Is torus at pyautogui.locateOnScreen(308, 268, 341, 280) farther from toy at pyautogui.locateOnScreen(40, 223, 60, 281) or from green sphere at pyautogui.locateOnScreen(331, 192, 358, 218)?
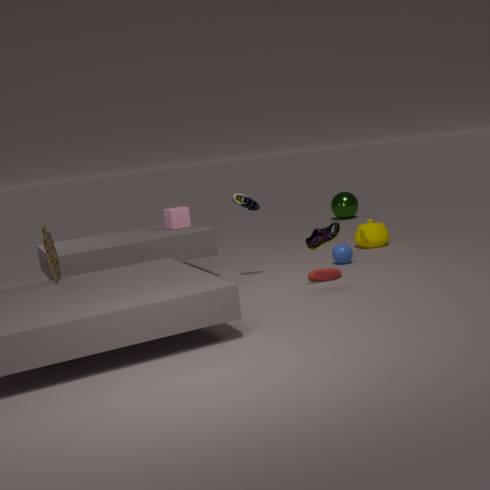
green sphere at pyautogui.locateOnScreen(331, 192, 358, 218)
